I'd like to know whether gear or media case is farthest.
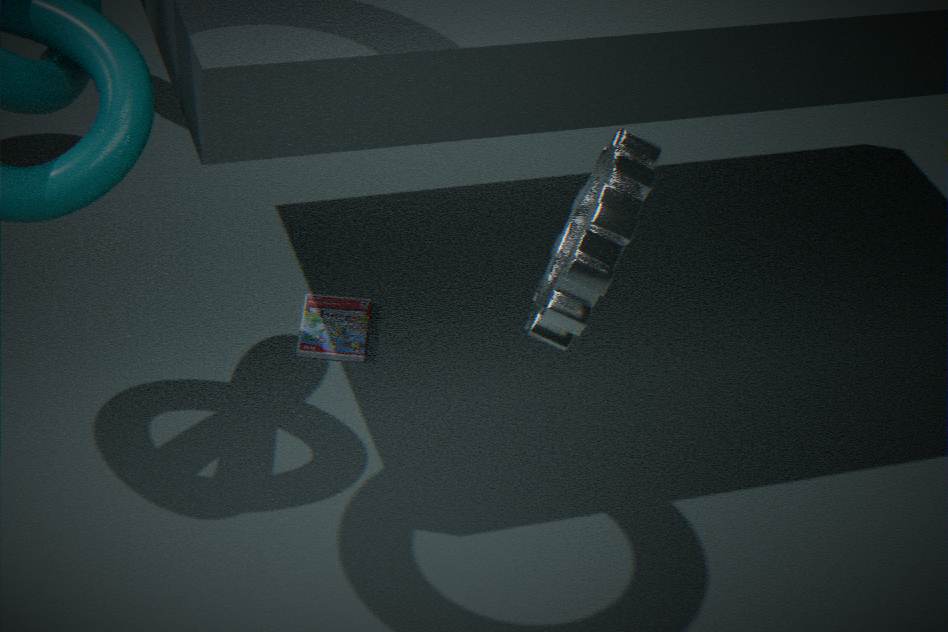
media case
